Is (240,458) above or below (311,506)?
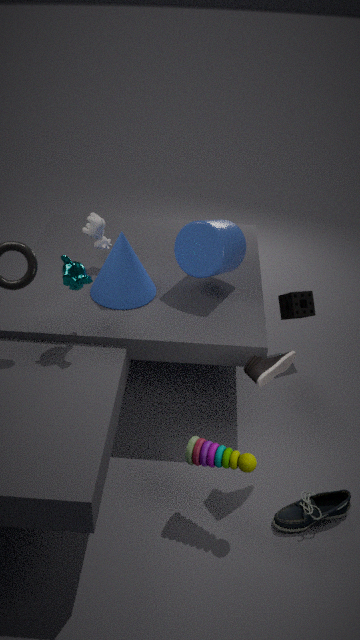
above
